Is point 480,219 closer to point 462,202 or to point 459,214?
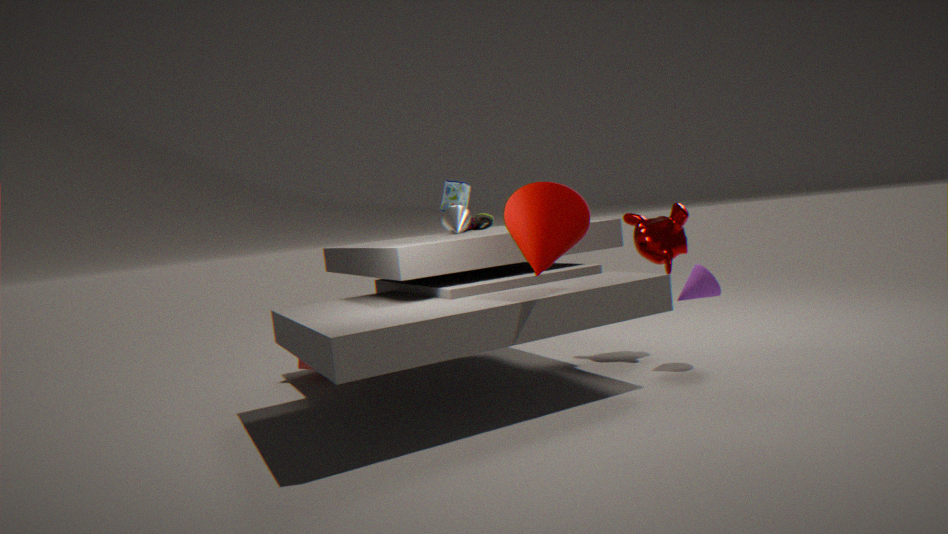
point 459,214
